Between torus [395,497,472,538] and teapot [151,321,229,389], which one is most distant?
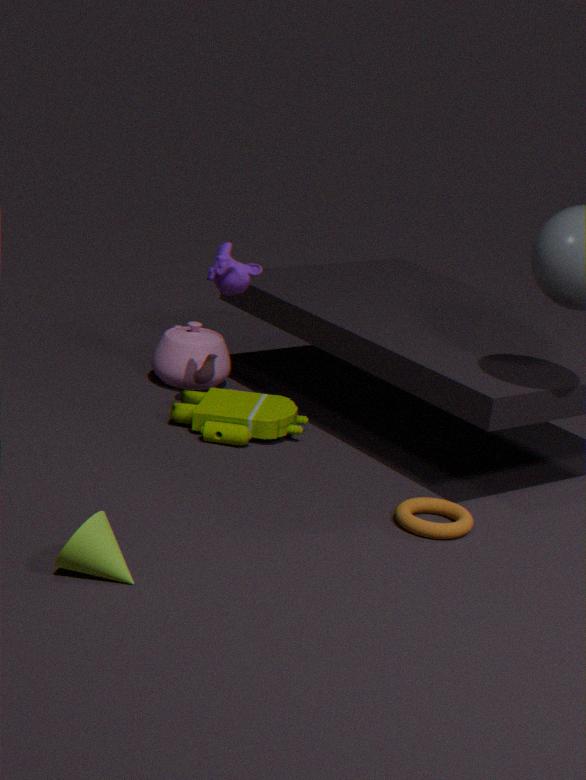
teapot [151,321,229,389]
